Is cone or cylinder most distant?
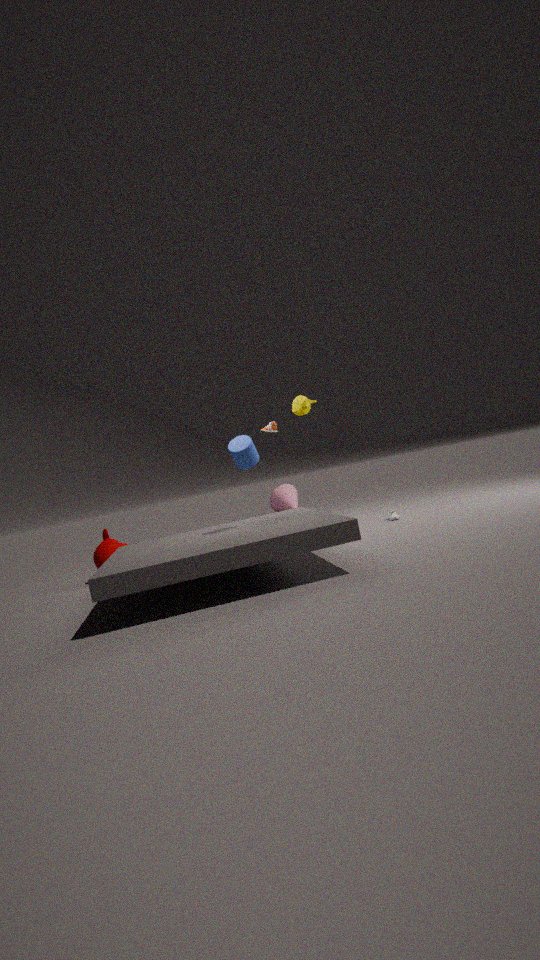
cone
